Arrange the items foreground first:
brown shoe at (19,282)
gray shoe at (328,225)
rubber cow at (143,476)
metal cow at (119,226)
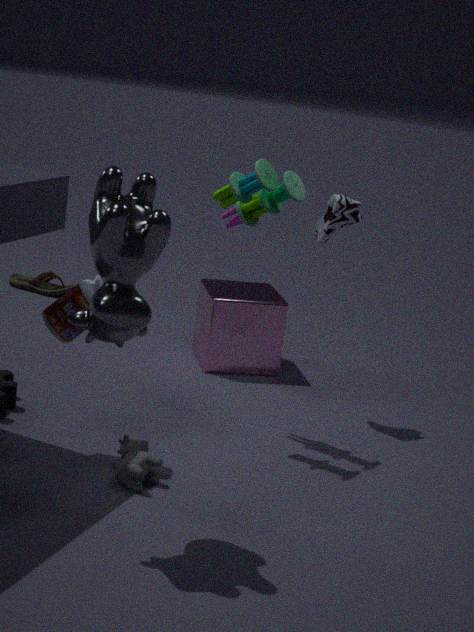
metal cow at (119,226), rubber cow at (143,476), gray shoe at (328,225), brown shoe at (19,282)
